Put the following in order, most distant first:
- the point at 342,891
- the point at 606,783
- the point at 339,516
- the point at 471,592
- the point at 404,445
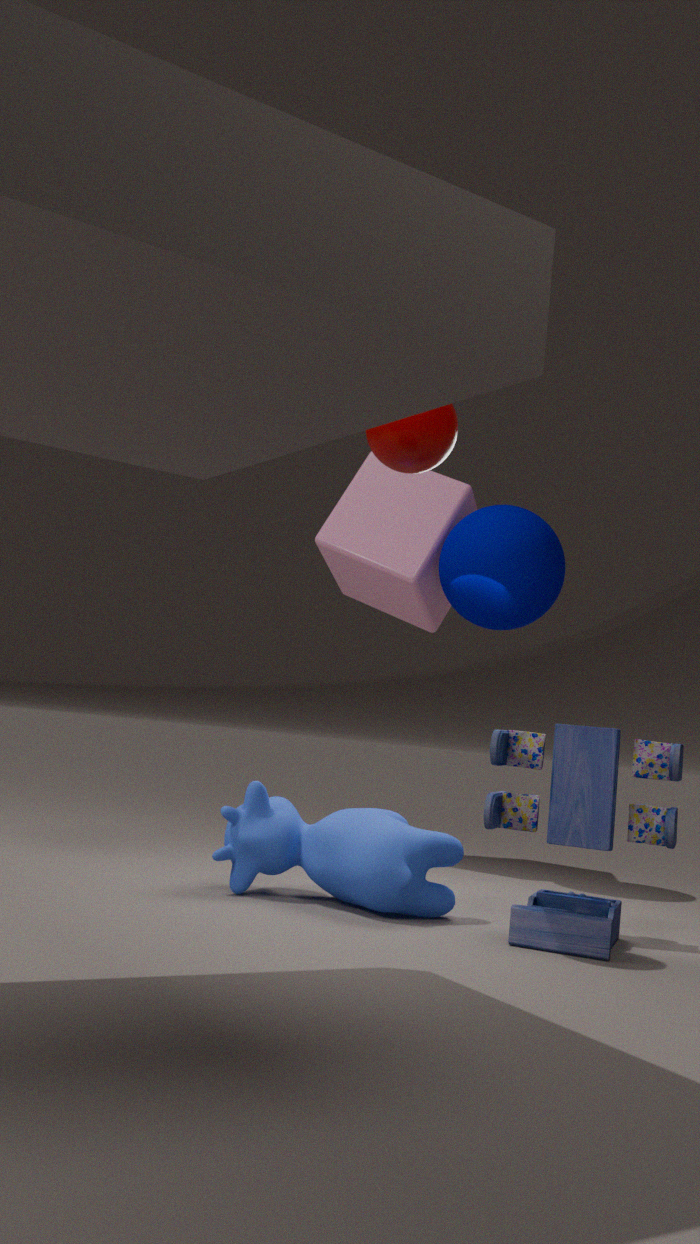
the point at 339,516 → the point at 471,592 → the point at 342,891 → the point at 606,783 → the point at 404,445
